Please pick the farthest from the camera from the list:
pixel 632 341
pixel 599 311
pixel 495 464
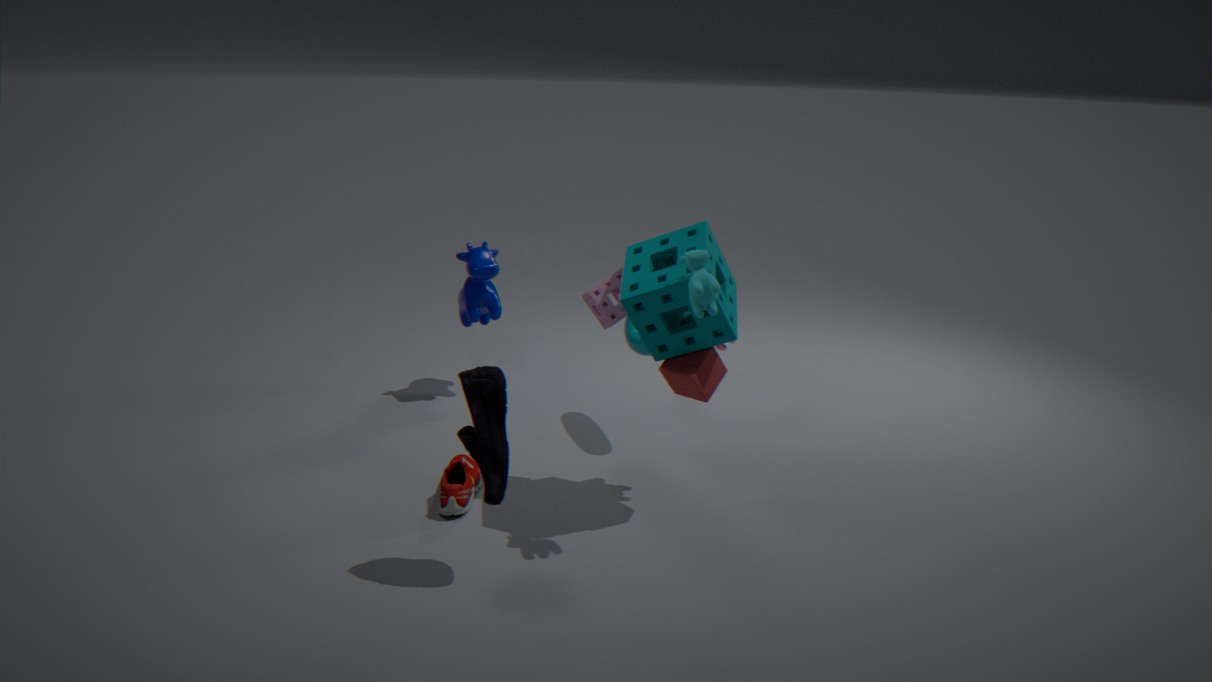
pixel 632 341
